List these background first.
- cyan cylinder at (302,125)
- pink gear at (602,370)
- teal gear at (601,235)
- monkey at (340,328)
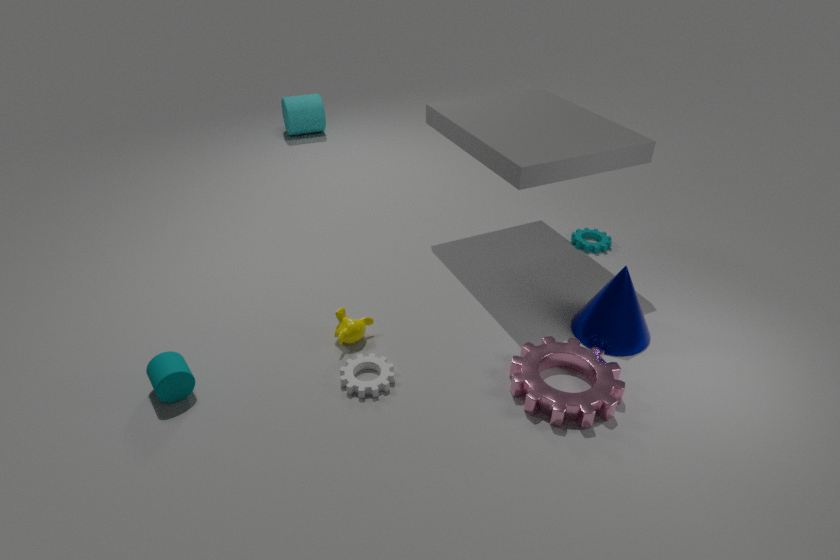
cyan cylinder at (302,125) < teal gear at (601,235) < monkey at (340,328) < pink gear at (602,370)
